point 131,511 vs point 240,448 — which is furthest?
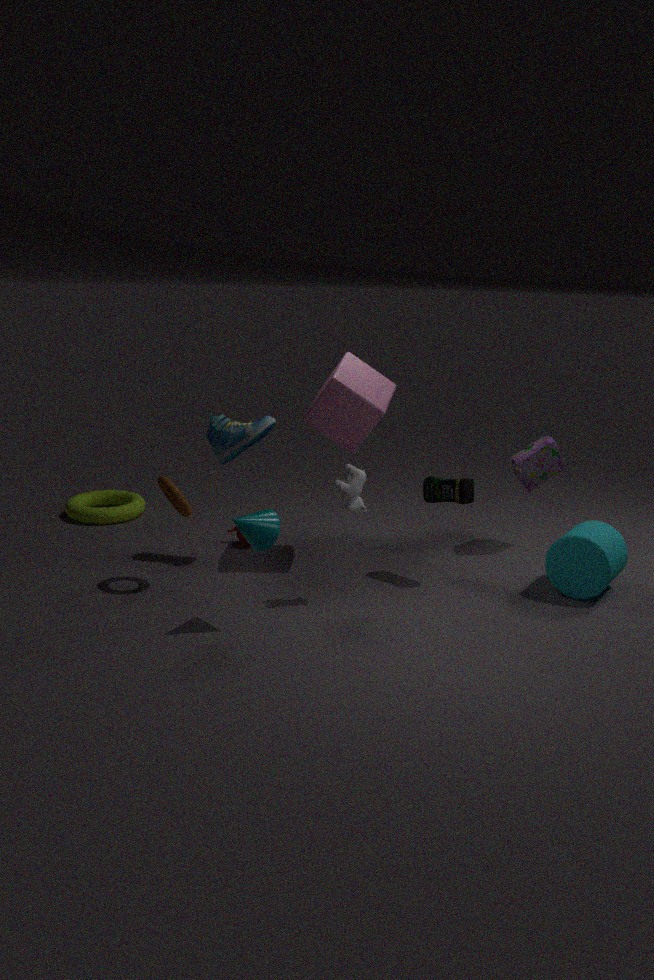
point 131,511
